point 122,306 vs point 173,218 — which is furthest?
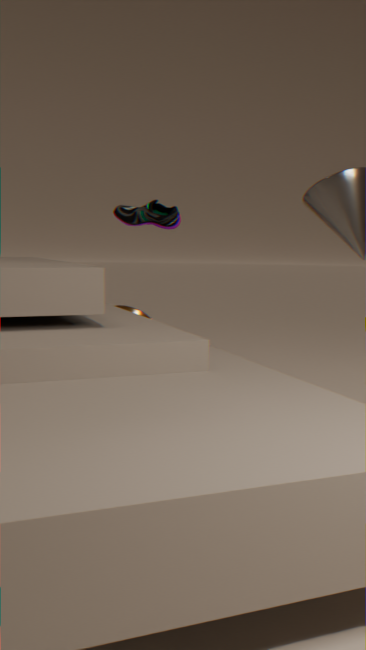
point 122,306
